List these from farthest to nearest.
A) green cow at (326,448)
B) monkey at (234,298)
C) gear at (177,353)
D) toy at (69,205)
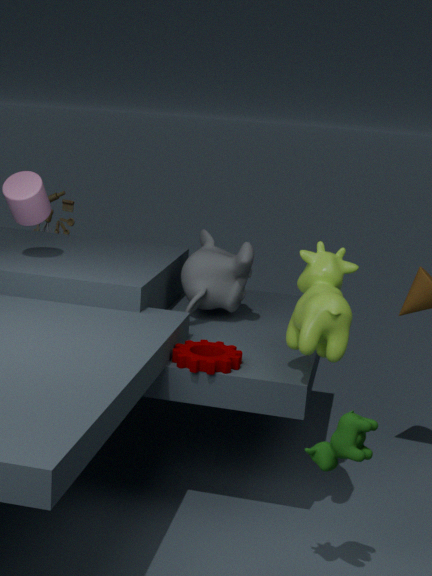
1. toy at (69,205)
2. monkey at (234,298)
3. gear at (177,353)
4. green cow at (326,448)
